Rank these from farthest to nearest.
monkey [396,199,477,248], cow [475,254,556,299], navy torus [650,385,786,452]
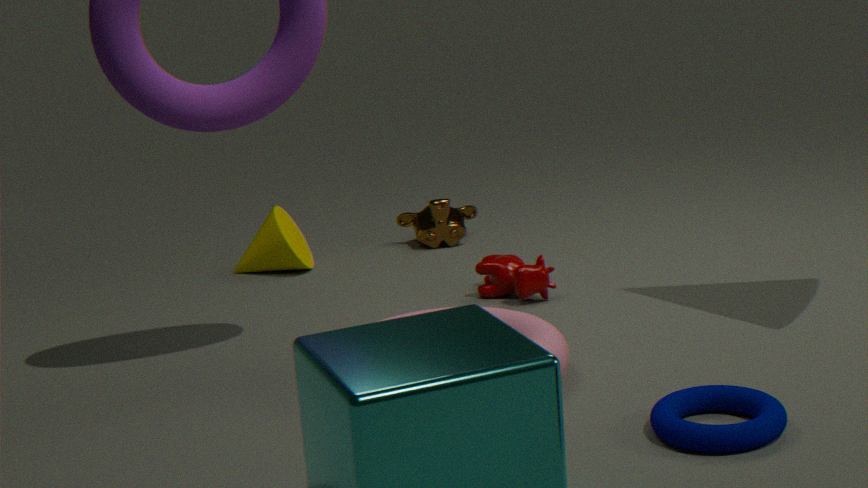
1. monkey [396,199,477,248]
2. cow [475,254,556,299]
3. navy torus [650,385,786,452]
